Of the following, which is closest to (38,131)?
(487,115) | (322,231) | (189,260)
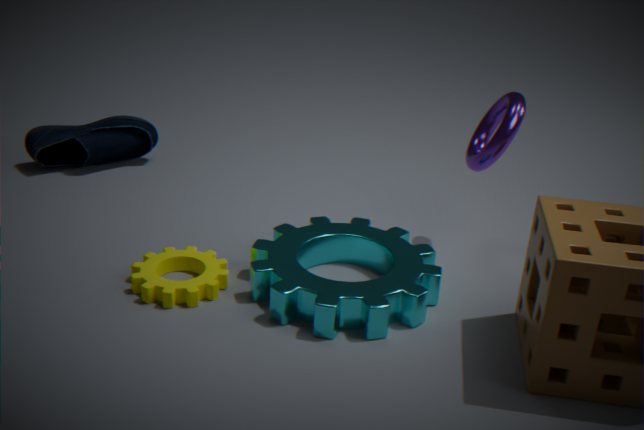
(189,260)
